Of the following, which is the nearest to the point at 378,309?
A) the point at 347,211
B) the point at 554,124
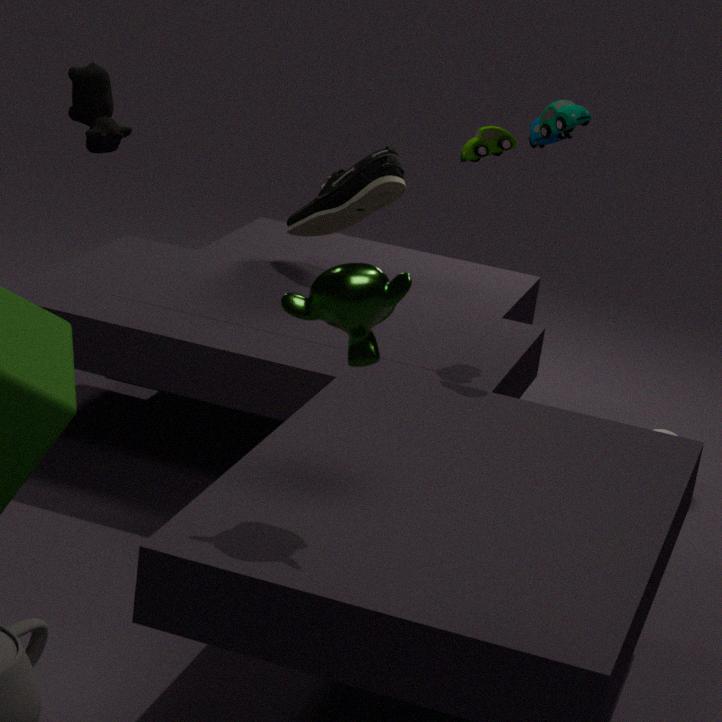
the point at 554,124
